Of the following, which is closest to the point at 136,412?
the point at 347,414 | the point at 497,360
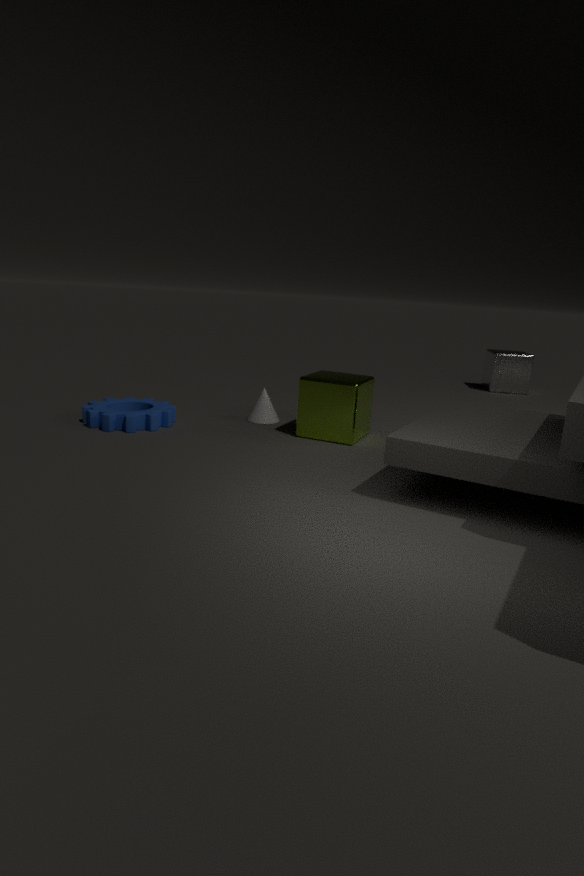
the point at 347,414
